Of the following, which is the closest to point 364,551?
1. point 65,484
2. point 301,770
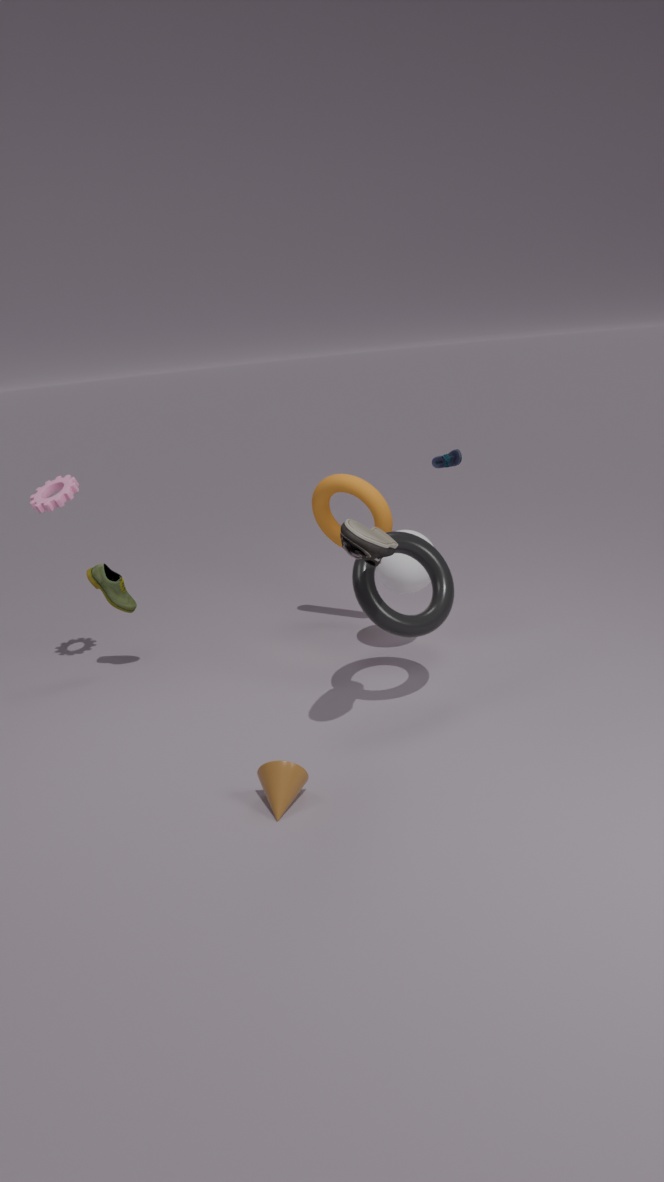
point 301,770
